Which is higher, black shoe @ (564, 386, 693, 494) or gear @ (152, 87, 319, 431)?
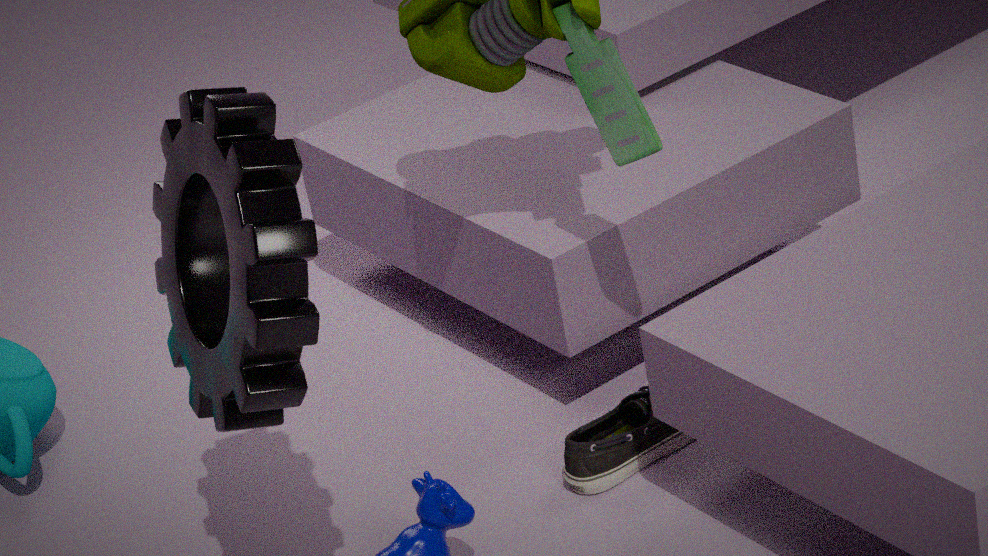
gear @ (152, 87, 319, 431)
